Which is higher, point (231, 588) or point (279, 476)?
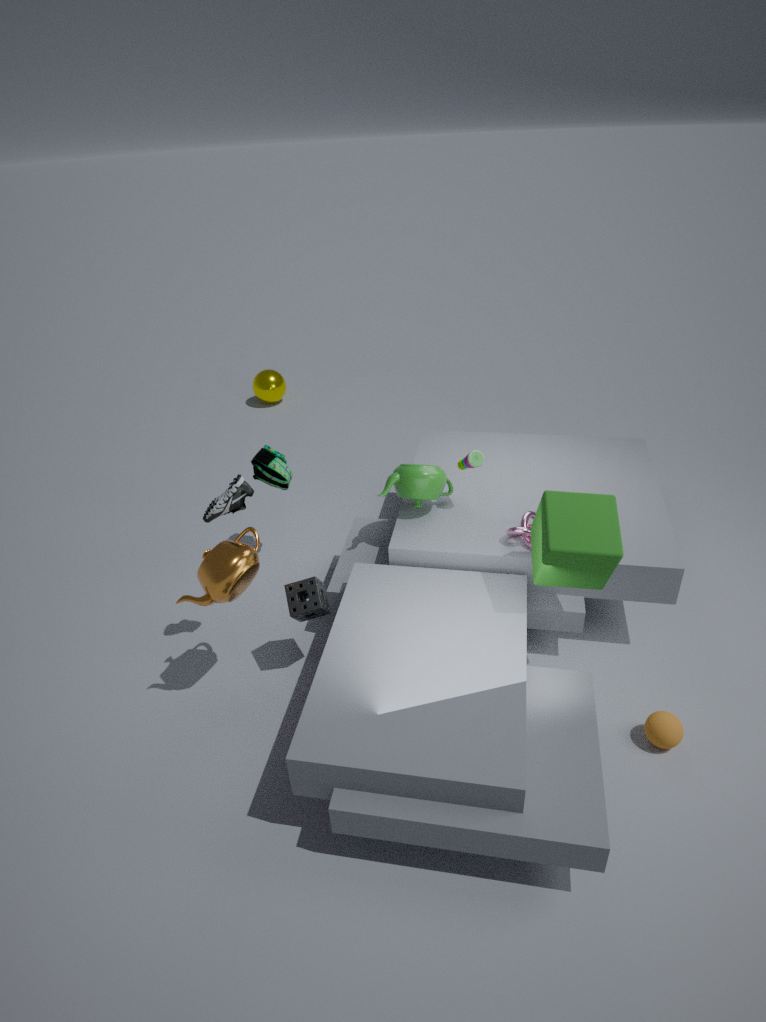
point (231, 588)
